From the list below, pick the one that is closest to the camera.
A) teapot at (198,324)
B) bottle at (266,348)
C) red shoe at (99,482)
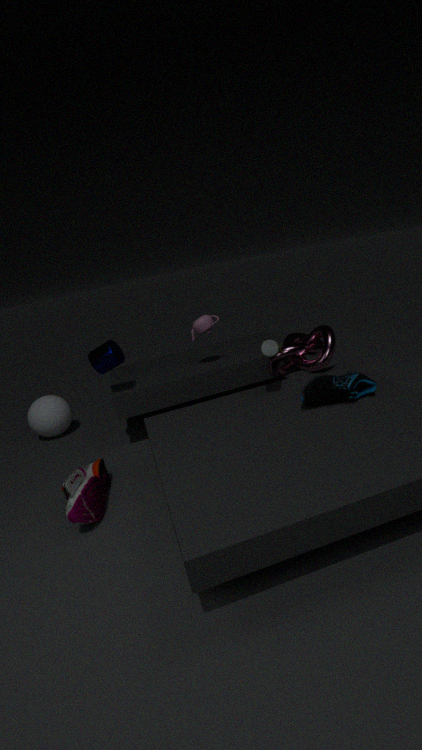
red shoe at (99,482)
